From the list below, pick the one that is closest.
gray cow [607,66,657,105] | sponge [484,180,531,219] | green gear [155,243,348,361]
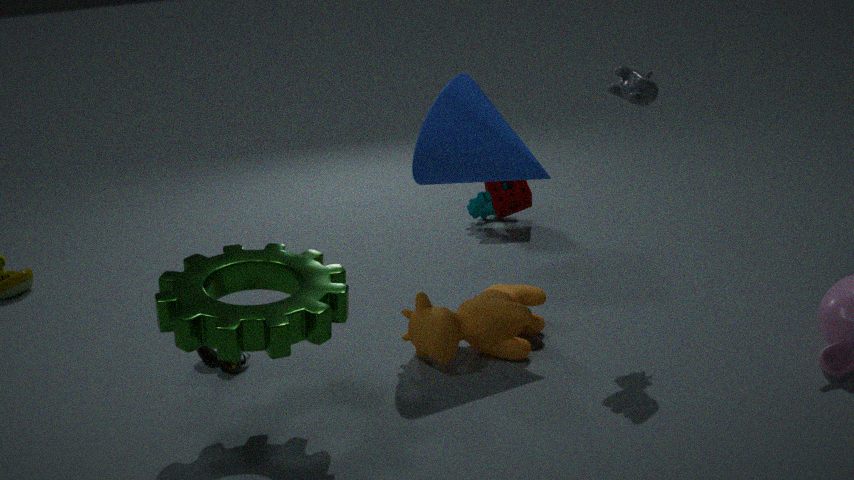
green gear [155,243,348,361]
